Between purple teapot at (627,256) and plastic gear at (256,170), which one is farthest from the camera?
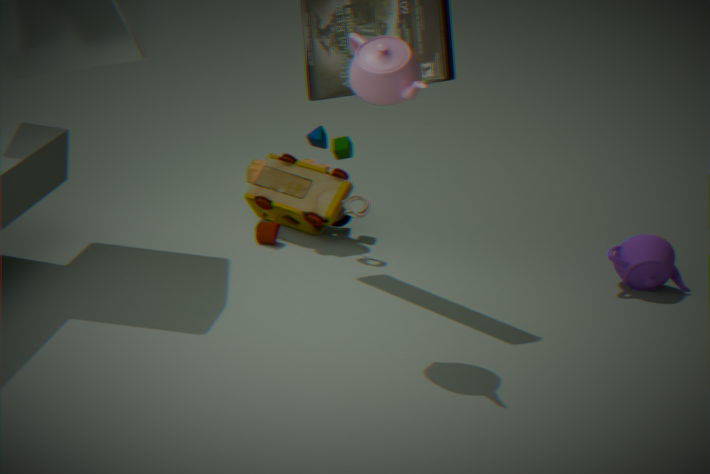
plastic gear at (256,170)
